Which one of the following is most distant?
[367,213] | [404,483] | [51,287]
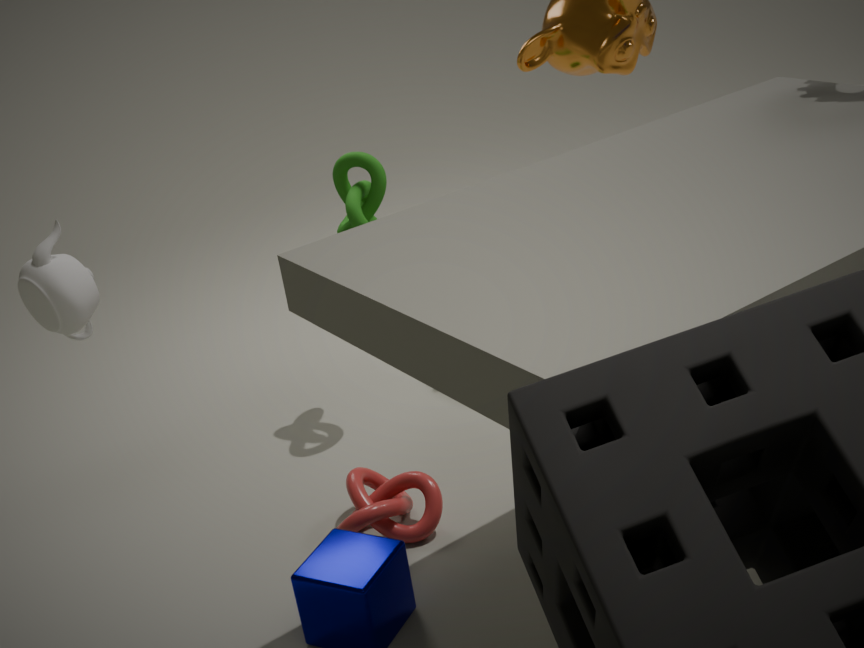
[367,213]
